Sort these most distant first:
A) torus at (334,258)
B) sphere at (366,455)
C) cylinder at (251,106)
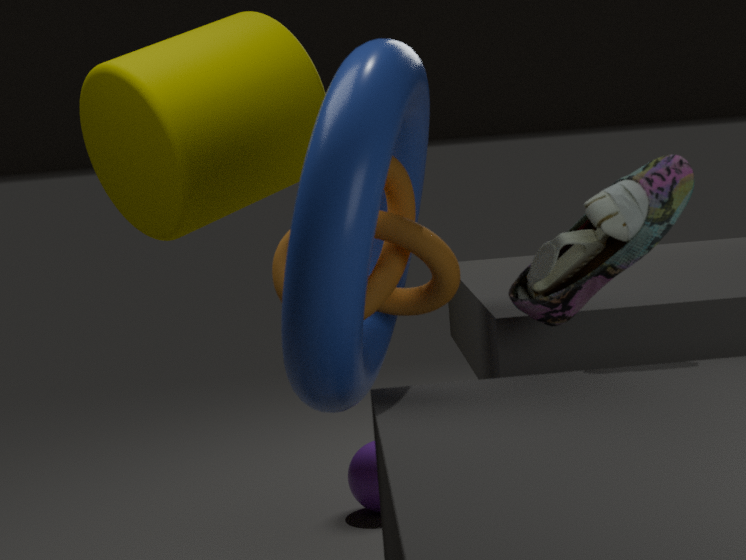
sphere at (366,455) → cylinder at (251,106) → torus at (334,258)
